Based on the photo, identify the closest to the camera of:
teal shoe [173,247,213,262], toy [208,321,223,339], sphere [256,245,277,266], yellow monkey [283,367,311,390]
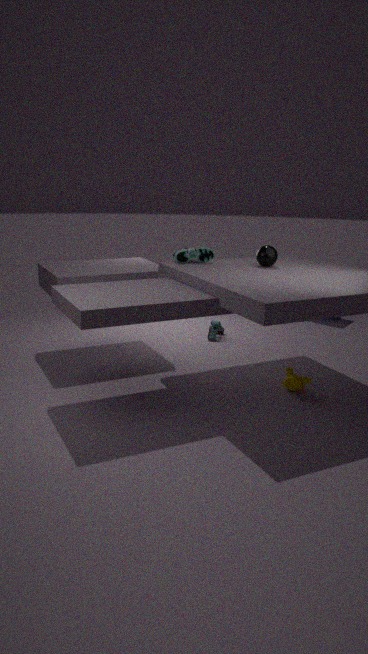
yellow monkey [283,367,311,390]
